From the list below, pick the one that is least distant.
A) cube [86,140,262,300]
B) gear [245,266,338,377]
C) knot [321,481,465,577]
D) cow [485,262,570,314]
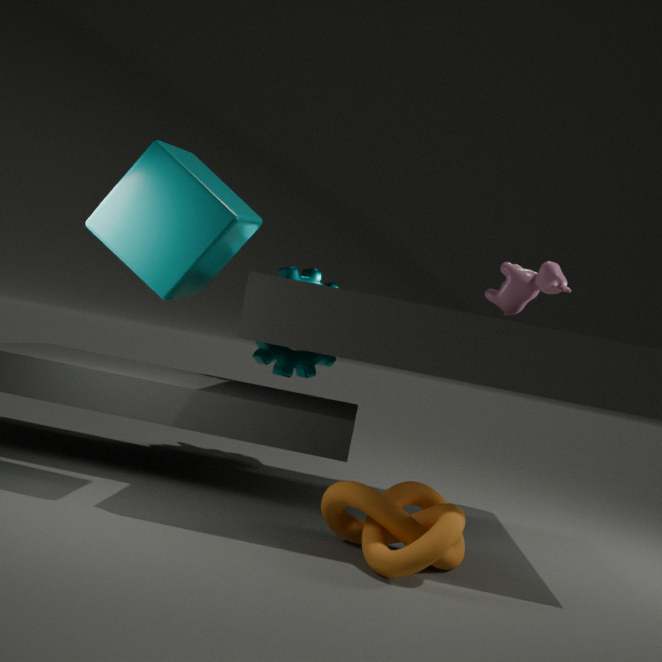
cube [86,140,262,300]
